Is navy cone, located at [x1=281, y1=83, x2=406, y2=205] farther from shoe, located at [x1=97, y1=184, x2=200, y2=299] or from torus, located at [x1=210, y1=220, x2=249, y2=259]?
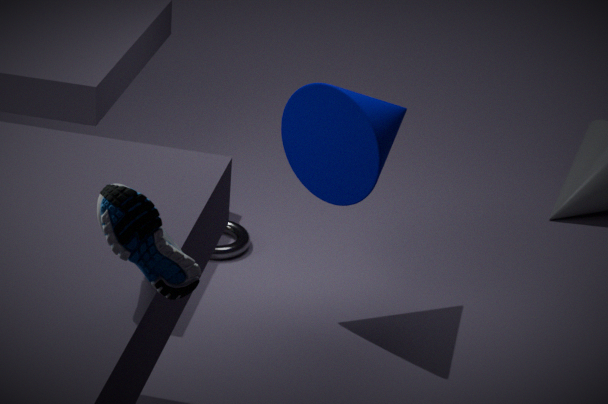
shoe, located at [x1=97, y1=184, x2=200, y2=299]
